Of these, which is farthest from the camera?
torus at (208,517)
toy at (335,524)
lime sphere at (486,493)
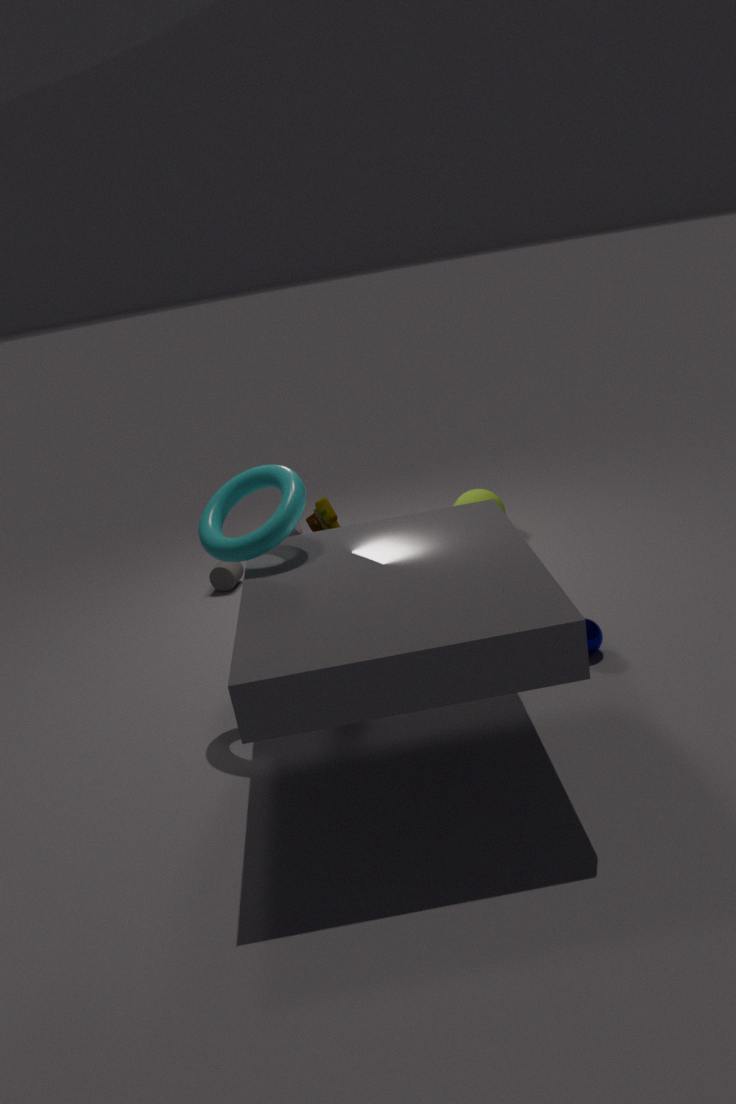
lime sphere at (486,493)
